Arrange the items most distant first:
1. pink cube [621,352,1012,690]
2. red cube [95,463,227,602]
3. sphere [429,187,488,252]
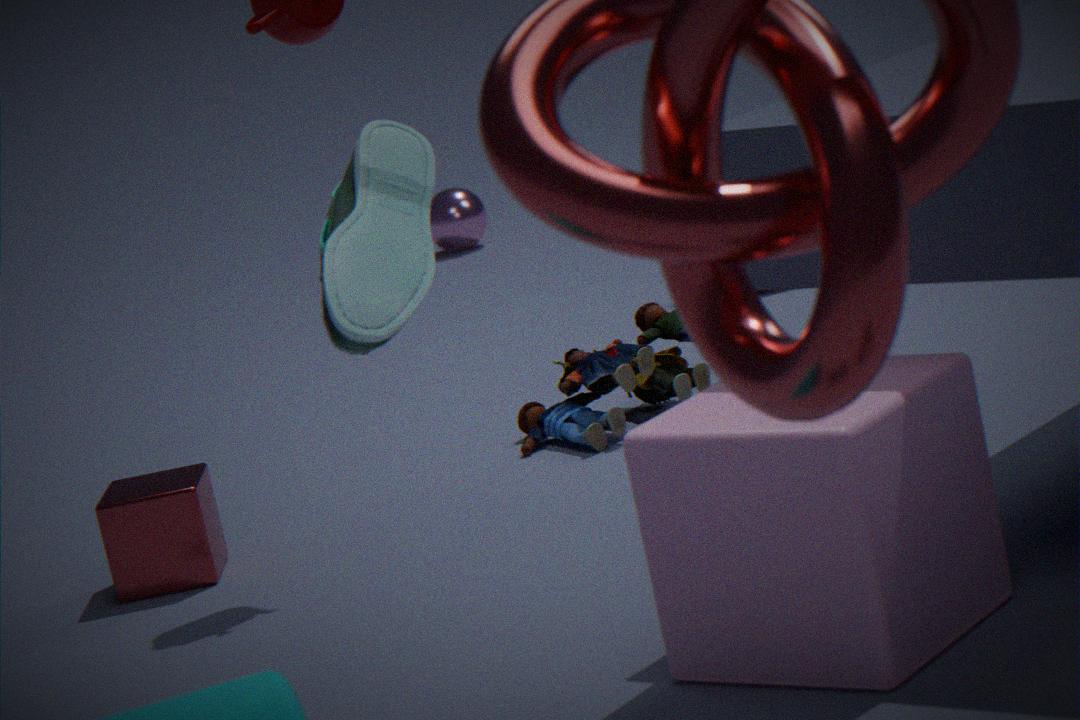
sphere [429,187,488,252]
red cube [95,463,227,602]
pink cube [621,352,1012,690]
